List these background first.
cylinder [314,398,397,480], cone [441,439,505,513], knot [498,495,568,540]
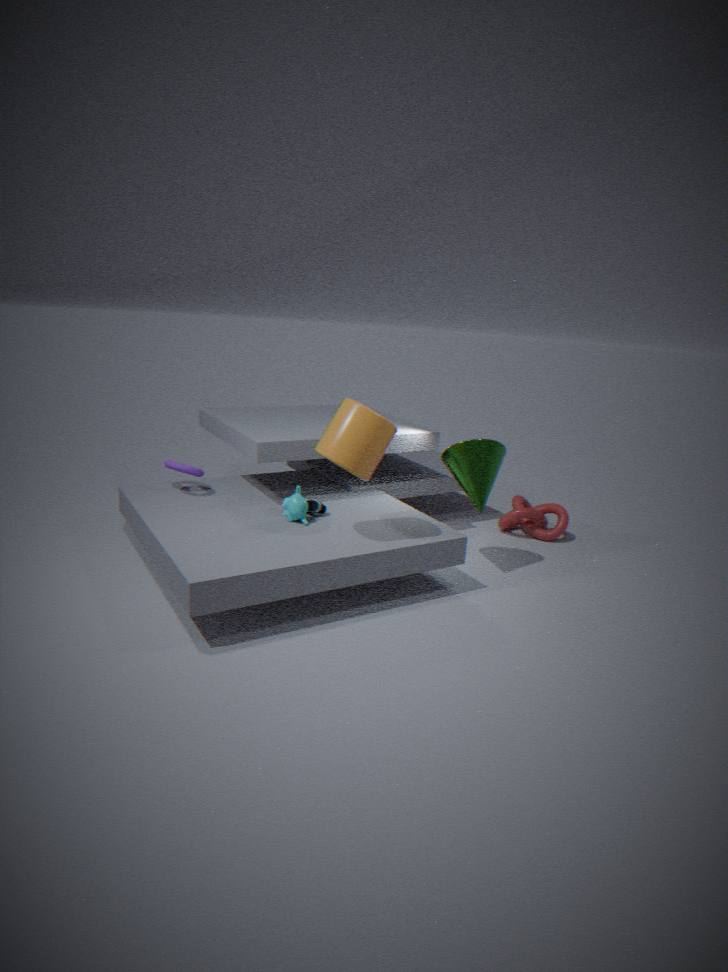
knot [498,495,568,540] < cone [441,439,505,513] < cylinder [314,398,397,480]
